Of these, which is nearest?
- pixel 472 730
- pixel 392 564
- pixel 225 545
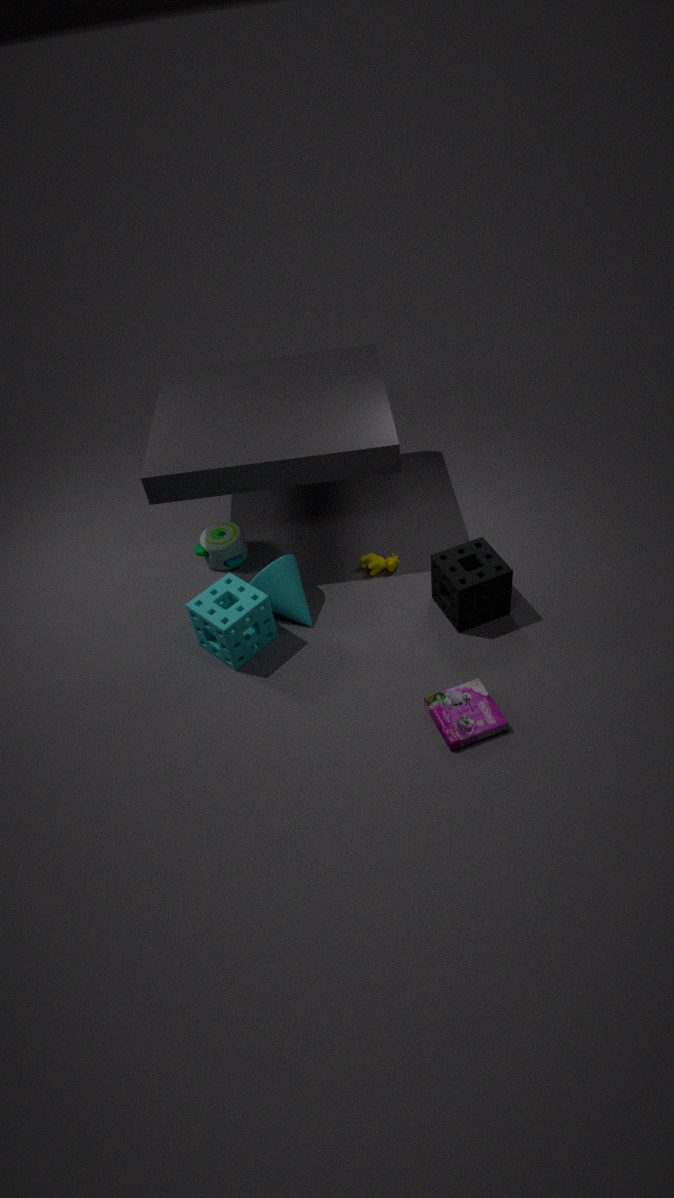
pixel 472 730
